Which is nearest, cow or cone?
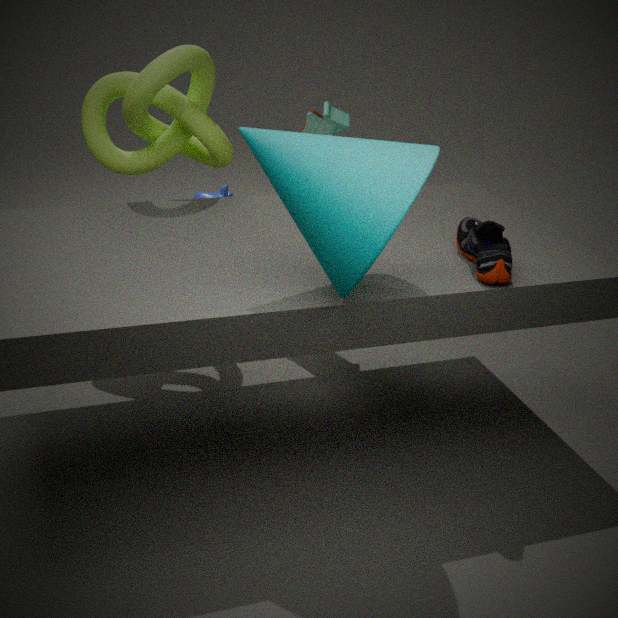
cone
